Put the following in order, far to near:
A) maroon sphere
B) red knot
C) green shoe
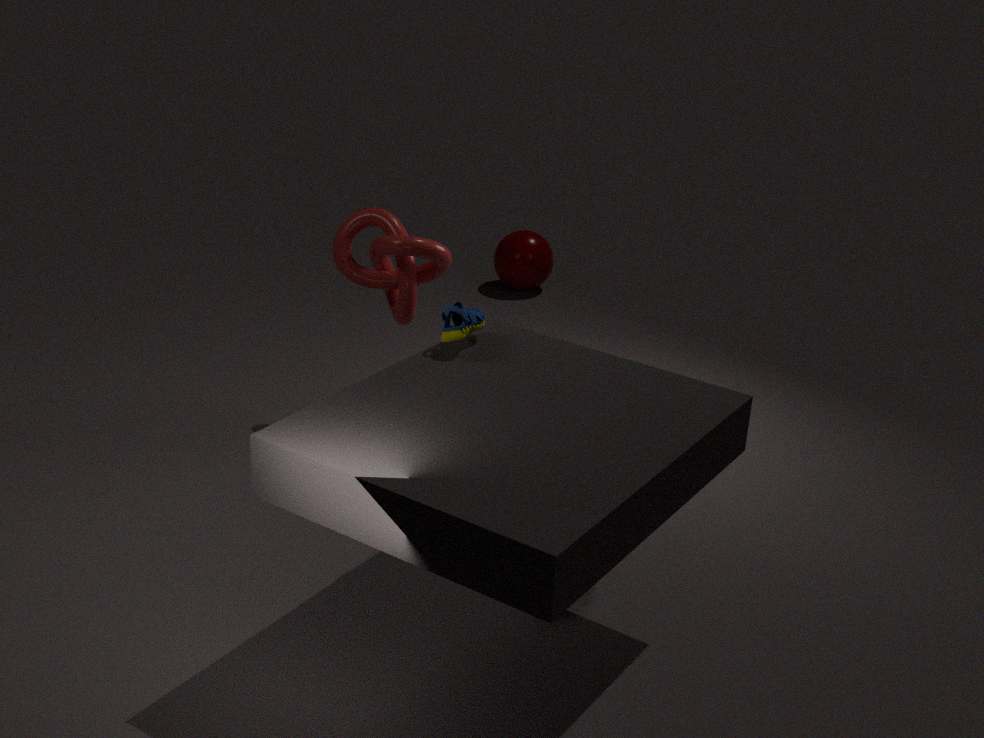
maroon sphere
red knot
green shoe
